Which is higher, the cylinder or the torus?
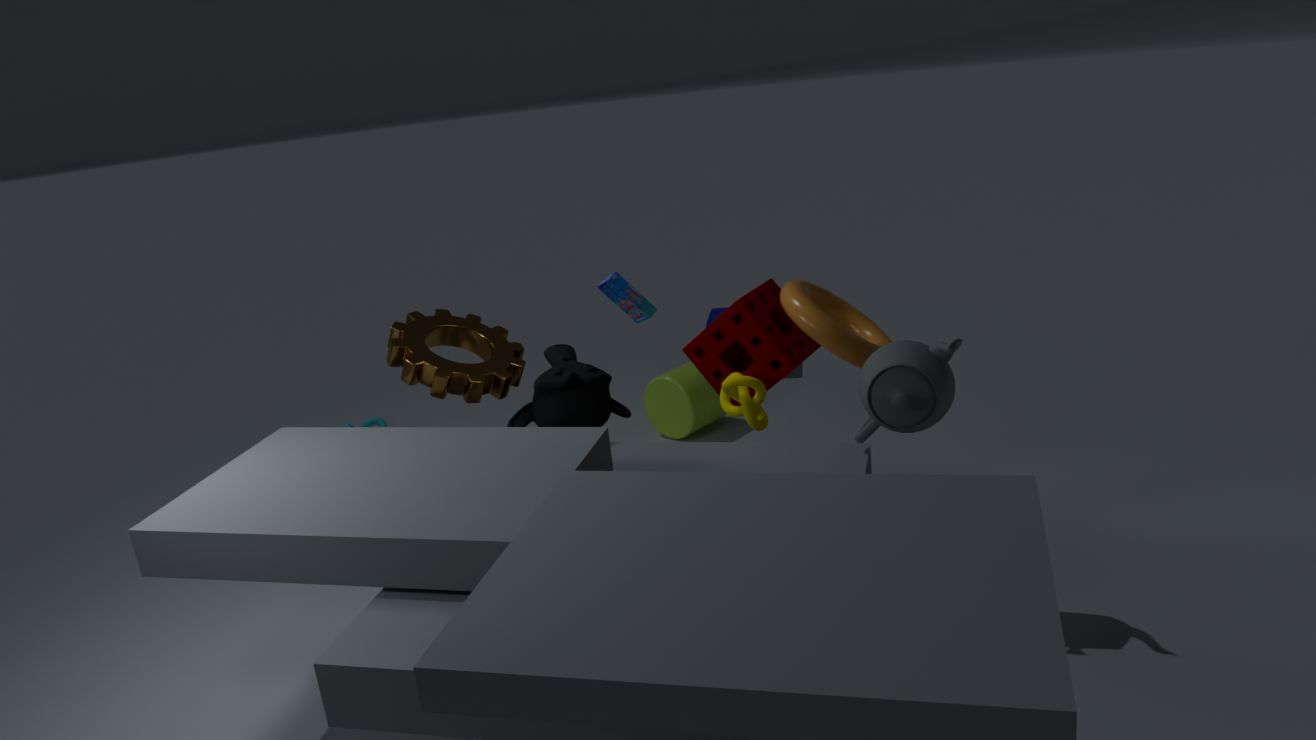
the torus
